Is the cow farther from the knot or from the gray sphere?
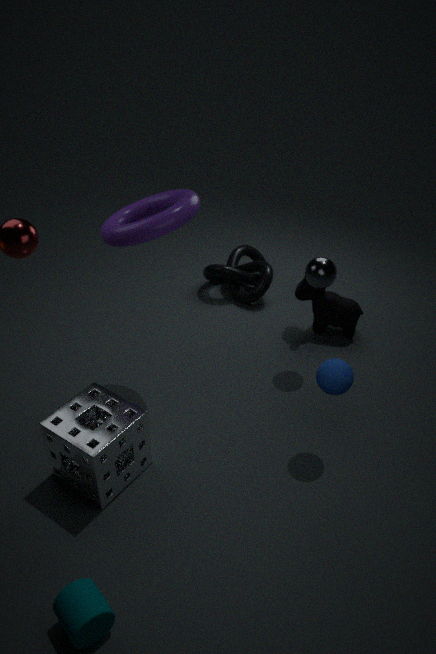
the knot
